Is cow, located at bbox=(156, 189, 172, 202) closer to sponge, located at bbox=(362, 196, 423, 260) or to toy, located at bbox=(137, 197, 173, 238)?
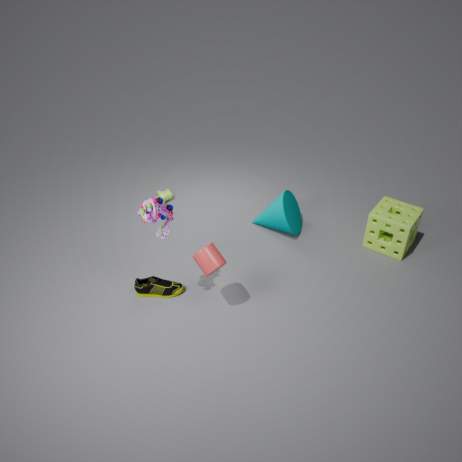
toy, located at bbox=(137, 197, 173, 238)
